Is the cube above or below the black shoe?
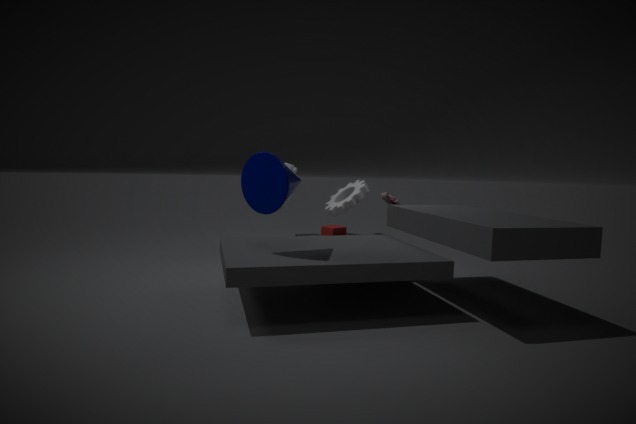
below
